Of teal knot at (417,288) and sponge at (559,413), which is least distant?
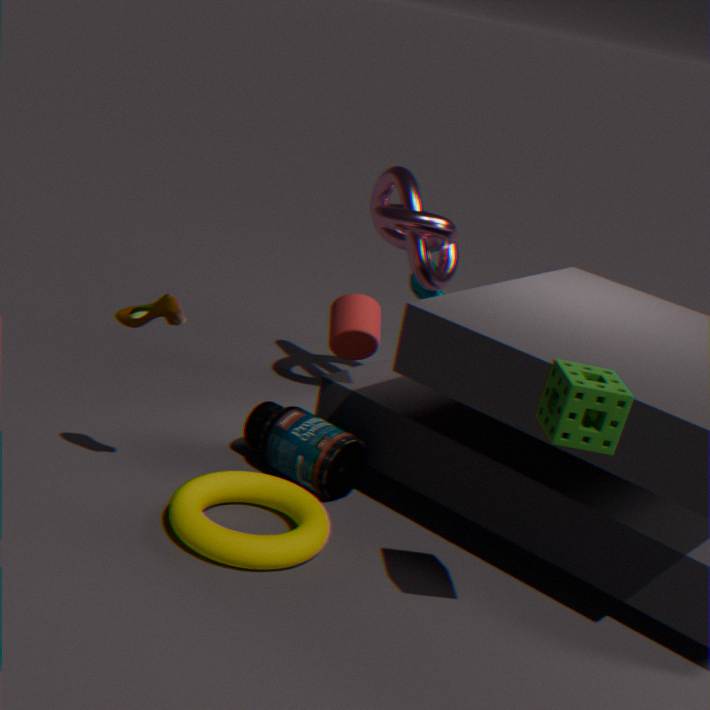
sponge at (559,413)
